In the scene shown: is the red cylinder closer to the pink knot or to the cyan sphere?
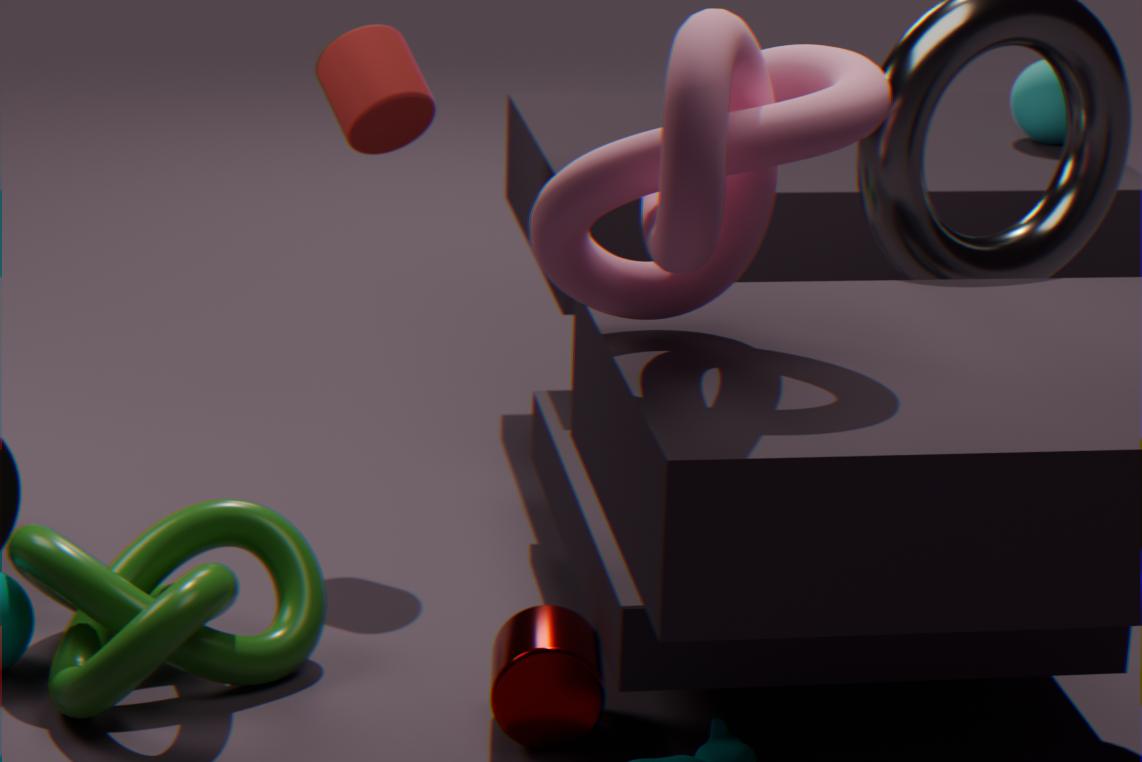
the pink knot
